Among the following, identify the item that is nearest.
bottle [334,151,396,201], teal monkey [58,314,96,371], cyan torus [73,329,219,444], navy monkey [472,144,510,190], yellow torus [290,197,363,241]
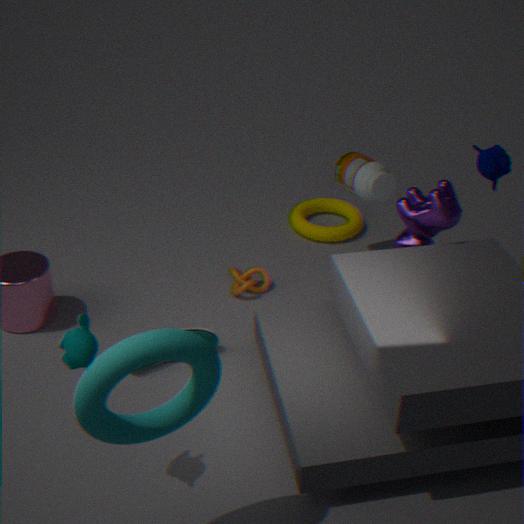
cyan torus [73,329,219,444]
